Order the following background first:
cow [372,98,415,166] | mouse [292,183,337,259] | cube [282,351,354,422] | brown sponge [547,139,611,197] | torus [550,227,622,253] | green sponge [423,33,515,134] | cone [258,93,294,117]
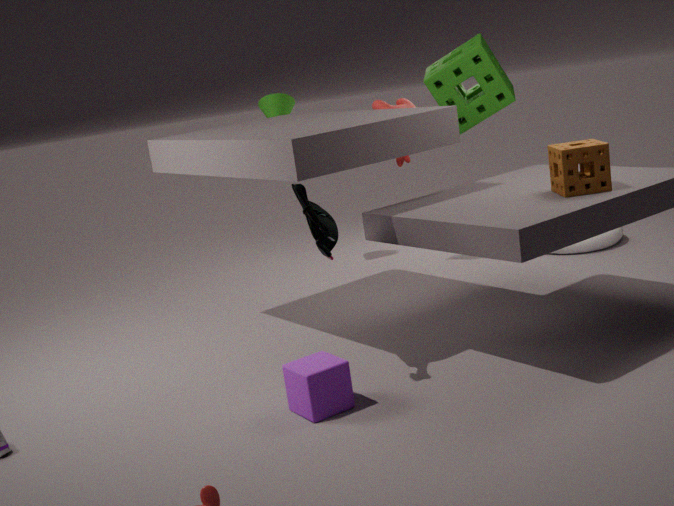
1. cone [258,93,294,117]
2. cow [372,98,415,166]
3. torus [550,227,622,253]
4. green sponge [423,33,515,134]
5. brown sponge [547,139,611,197]
6. mouse [292,183,337,259]
7. cube [282,351,354,422]
